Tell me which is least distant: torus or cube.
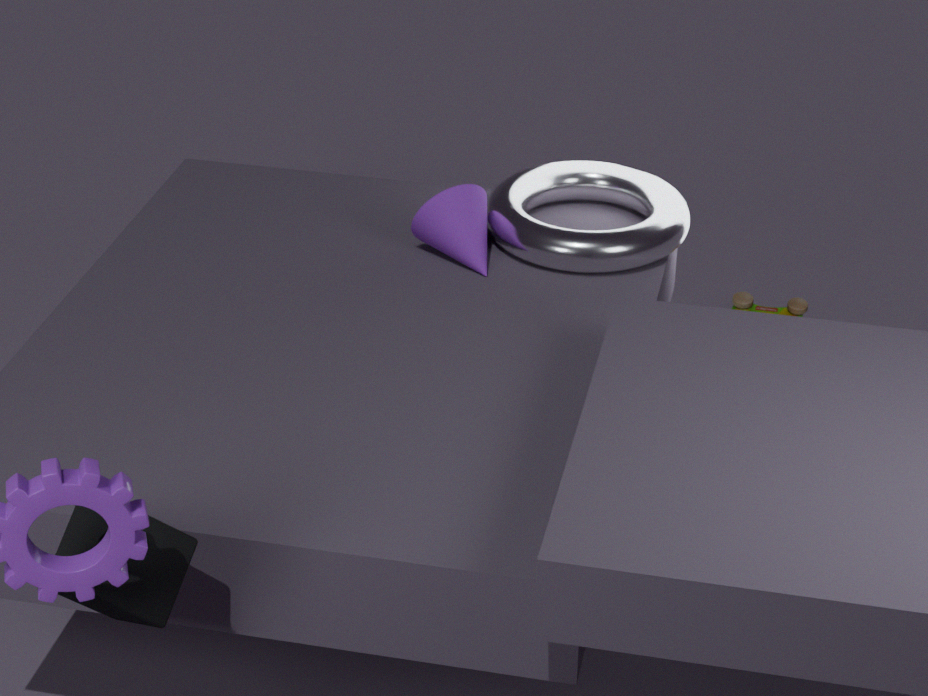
cube
